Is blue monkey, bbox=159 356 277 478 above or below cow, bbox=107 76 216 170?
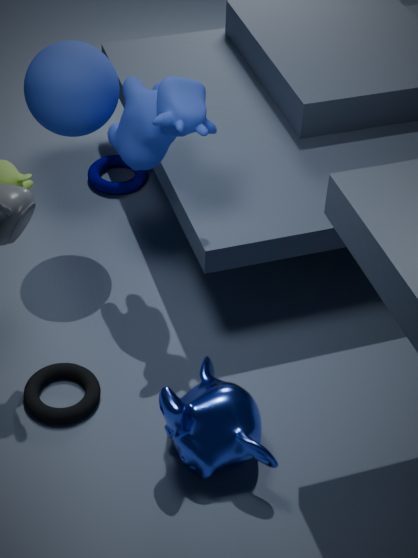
below
